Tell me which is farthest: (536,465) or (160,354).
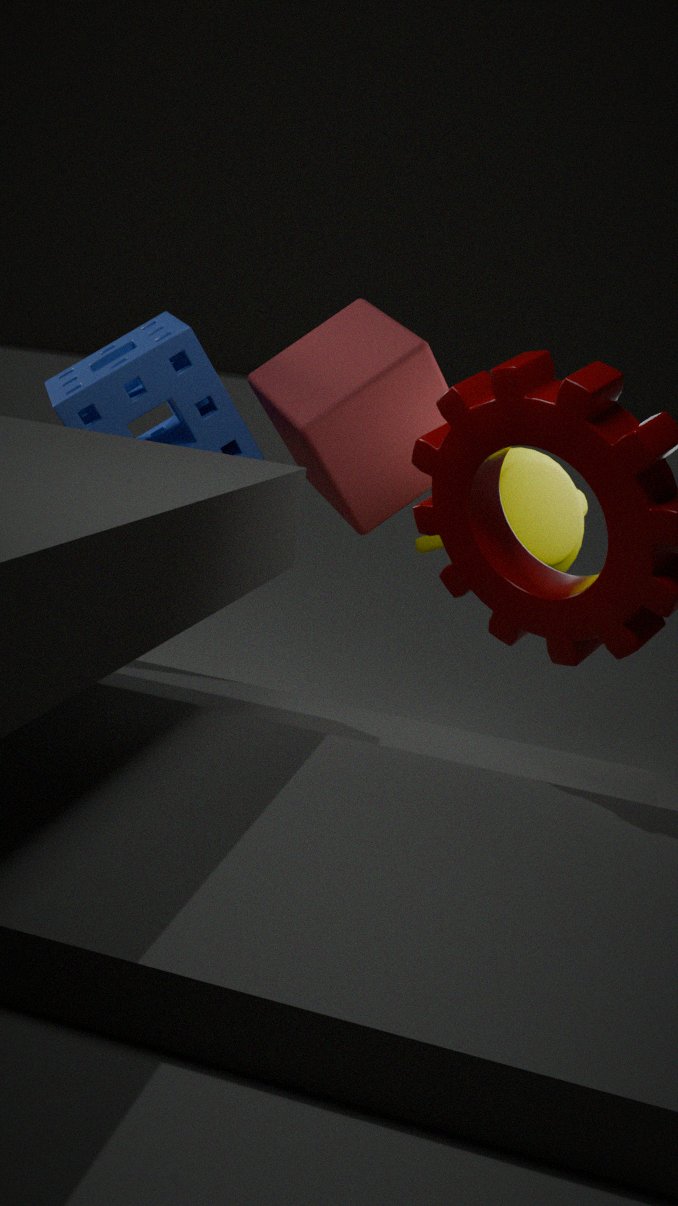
(536,465)
